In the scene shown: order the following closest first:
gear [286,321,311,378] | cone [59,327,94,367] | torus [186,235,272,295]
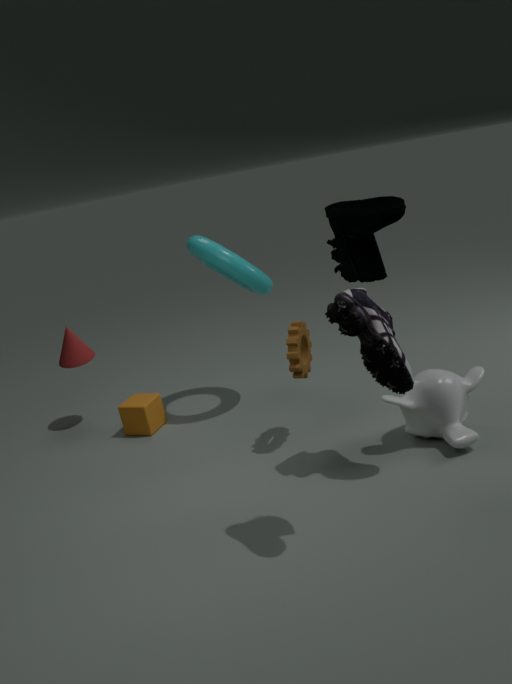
gear [286,321,311,378]
torus [186,235,272,295]
cone [59,327,94,367]
